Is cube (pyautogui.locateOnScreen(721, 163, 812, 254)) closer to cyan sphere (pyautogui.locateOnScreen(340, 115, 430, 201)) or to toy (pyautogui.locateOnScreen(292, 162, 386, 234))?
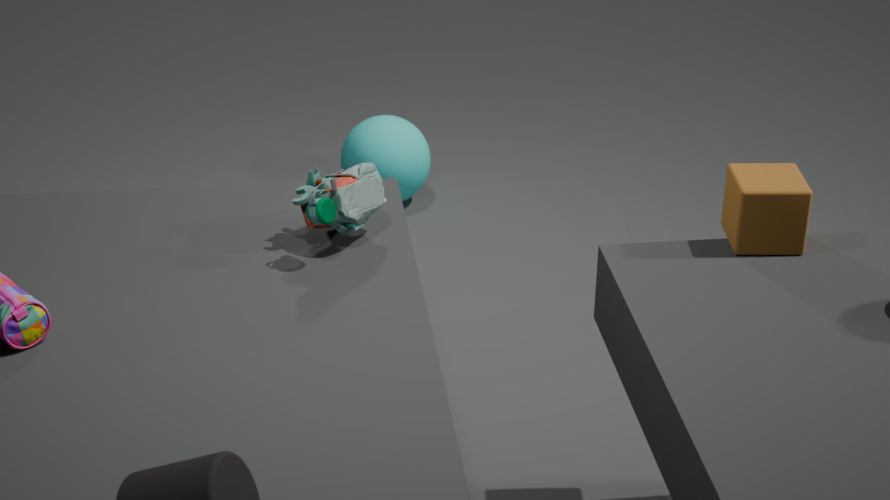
toy (pyautogui.locateOnScreen(292, 162, 386, 234))
